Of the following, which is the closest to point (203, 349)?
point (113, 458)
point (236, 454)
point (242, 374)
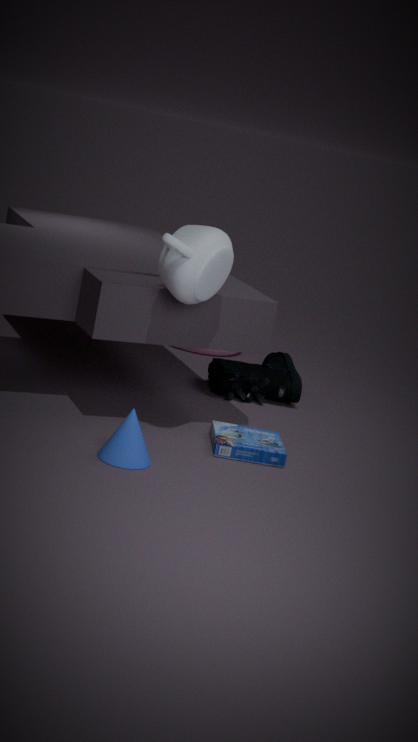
point (242, 374)
